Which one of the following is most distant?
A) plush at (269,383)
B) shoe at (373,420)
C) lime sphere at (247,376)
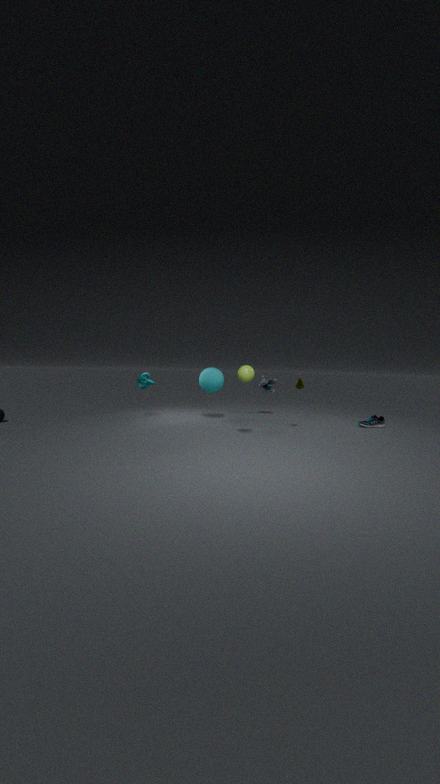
plush at (269,383)
